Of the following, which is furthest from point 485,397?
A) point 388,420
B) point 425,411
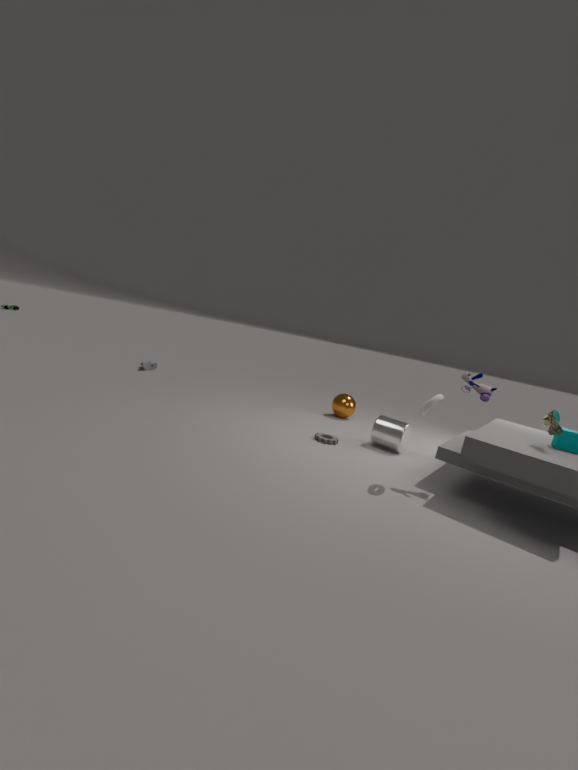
point 388,420
